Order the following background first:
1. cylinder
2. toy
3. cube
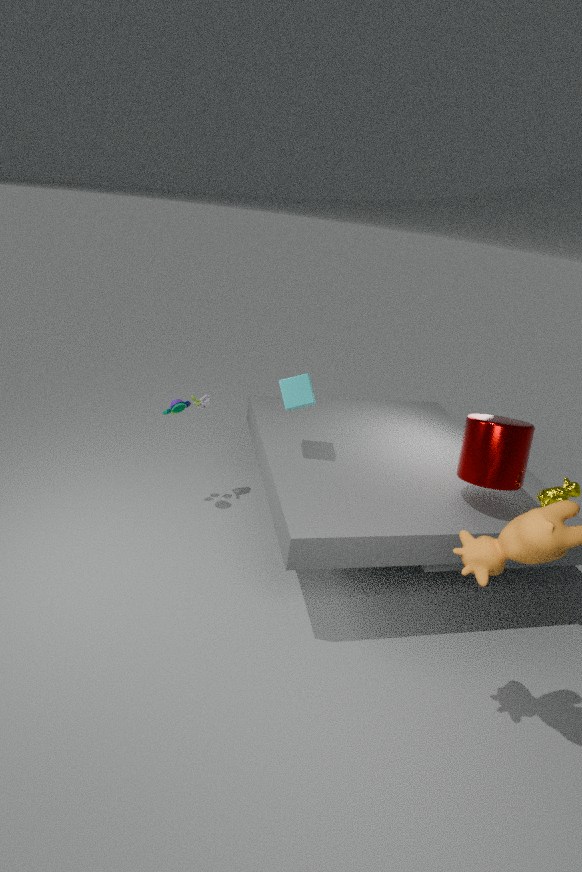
toy < cube < cylinder
